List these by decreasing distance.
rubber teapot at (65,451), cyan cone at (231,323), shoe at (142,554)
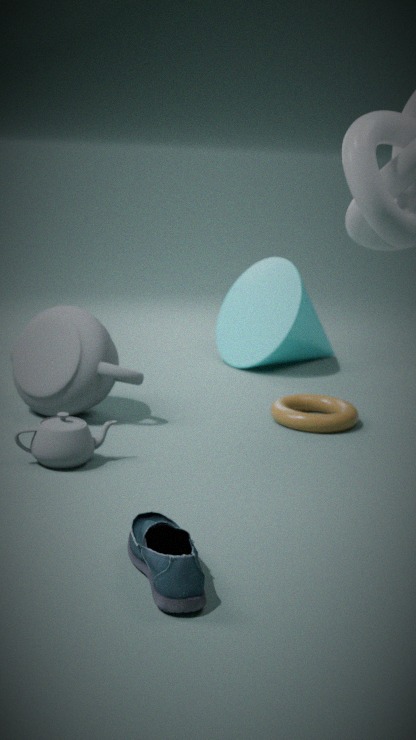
cyan cone at (231,323) < rubber teapot at (65,451) < shoe at (142,554)
